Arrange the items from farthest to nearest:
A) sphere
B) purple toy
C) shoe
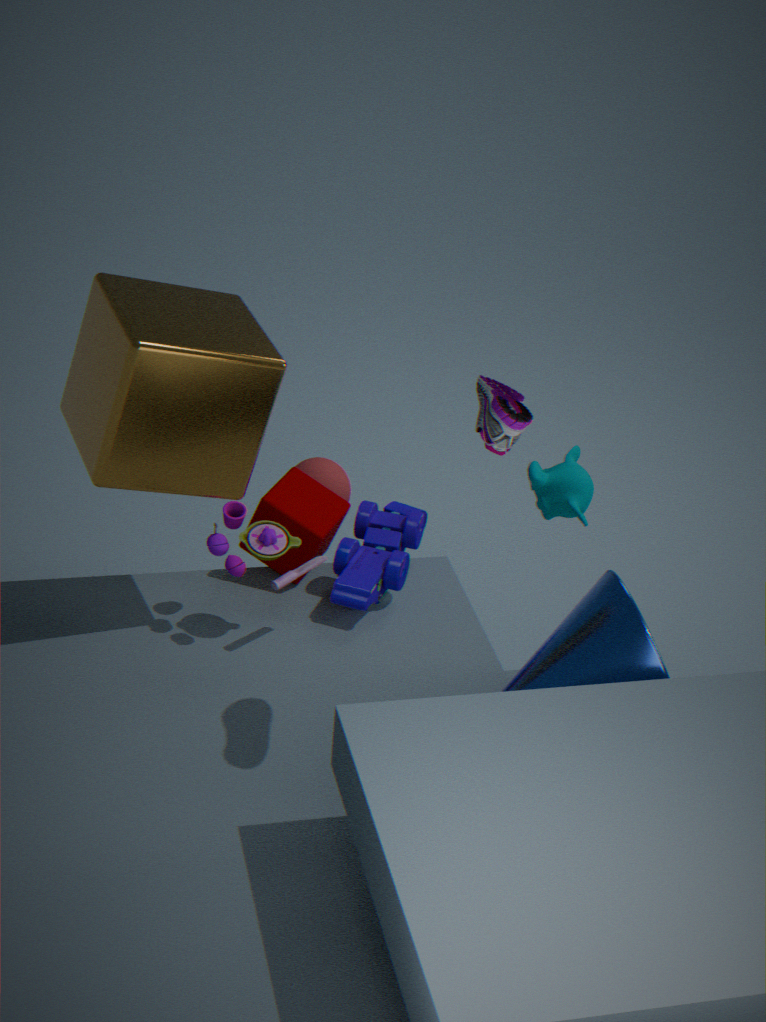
sphere, purple toy, shoe
